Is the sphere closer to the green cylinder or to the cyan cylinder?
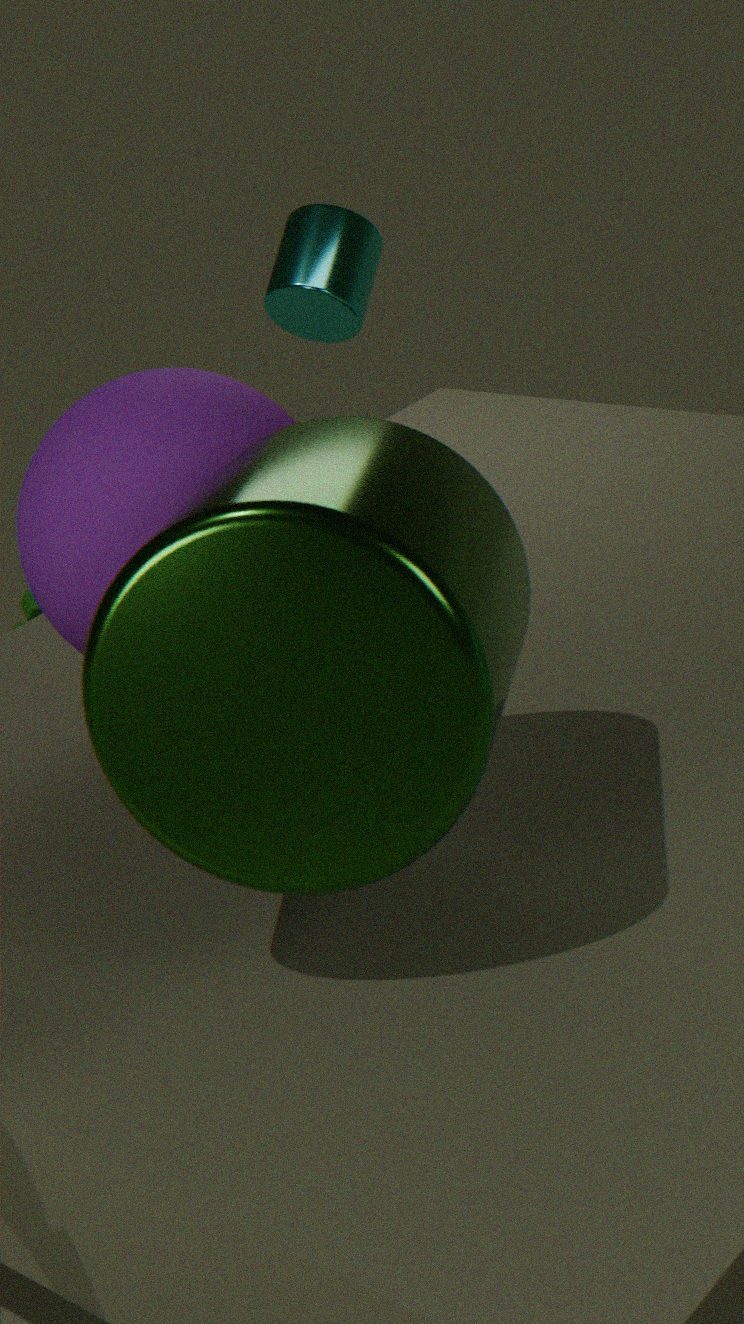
the green cylinder
